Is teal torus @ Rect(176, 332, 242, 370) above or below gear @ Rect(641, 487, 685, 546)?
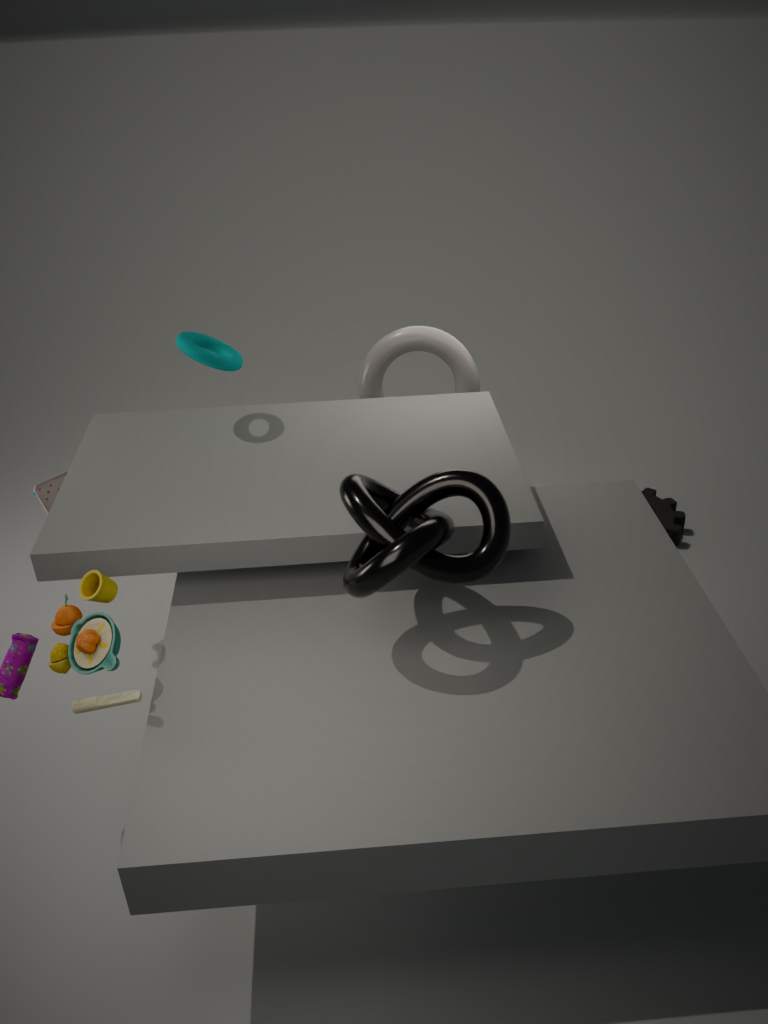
above
